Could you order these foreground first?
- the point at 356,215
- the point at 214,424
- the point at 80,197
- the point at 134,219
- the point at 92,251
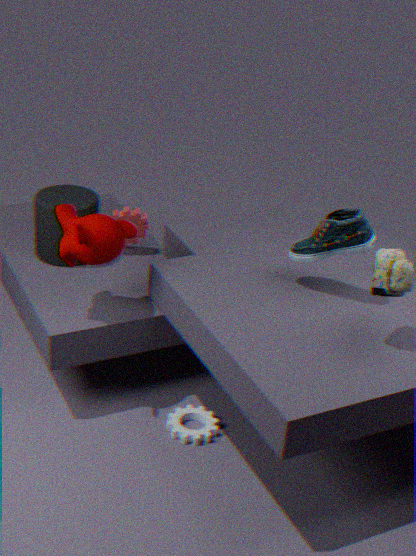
the point at 356,215, the point at 92,251, the point at 214,424, the point at 80,197, the point at 134,219
